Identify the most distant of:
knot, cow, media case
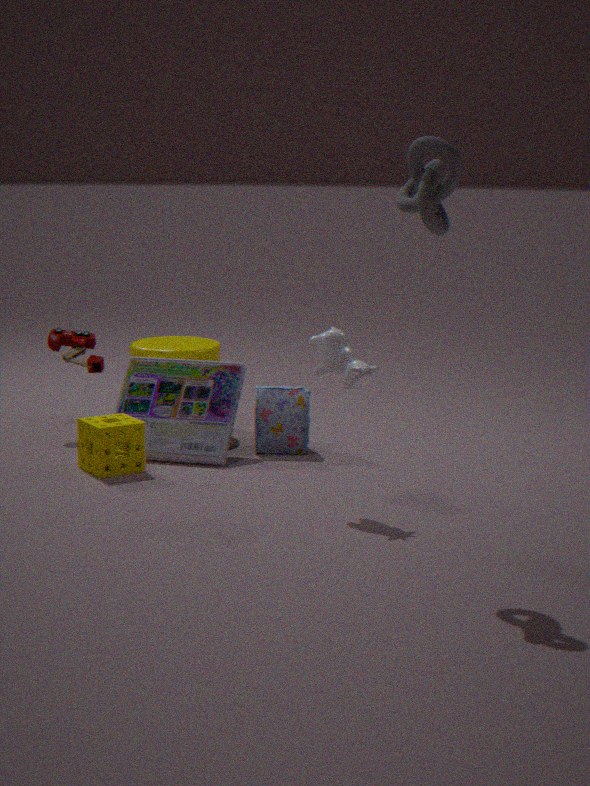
media case
